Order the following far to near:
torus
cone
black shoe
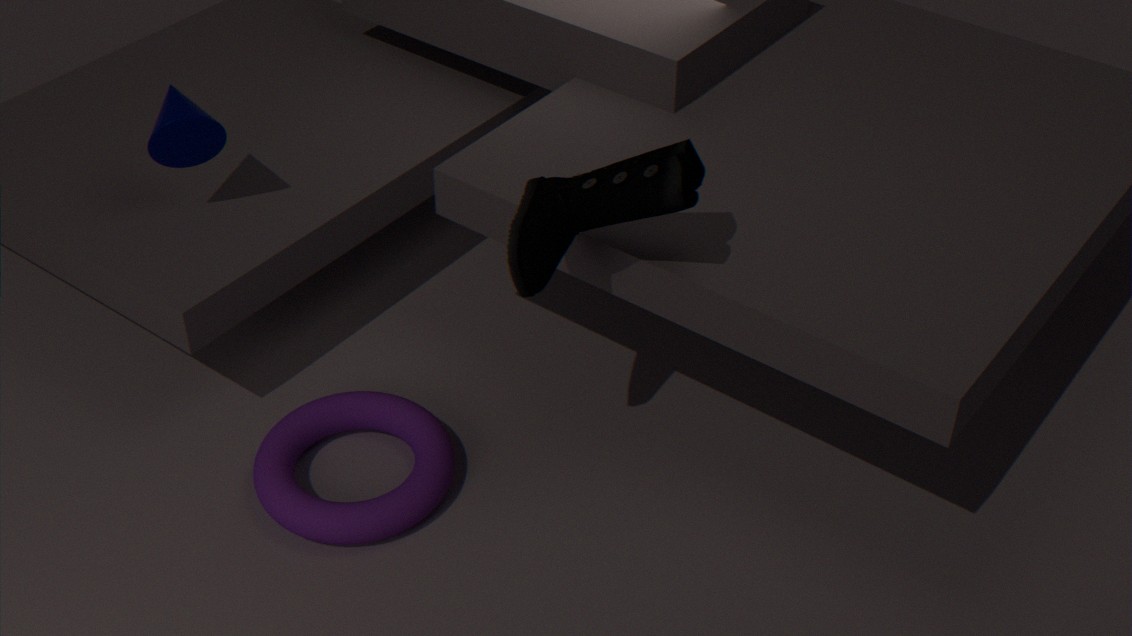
cone < torus < black shoe
